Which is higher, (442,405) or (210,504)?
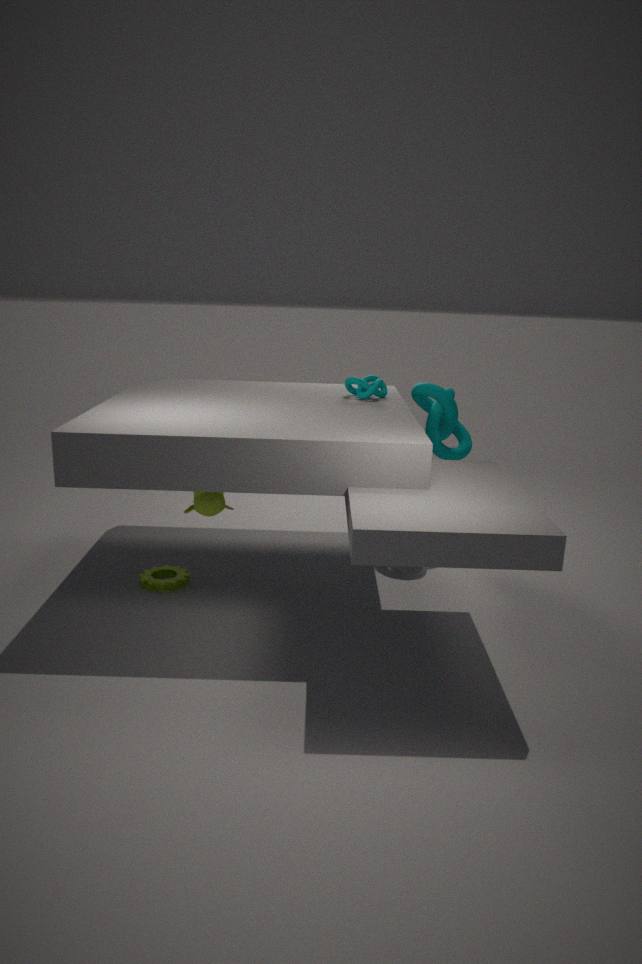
(442,405)
